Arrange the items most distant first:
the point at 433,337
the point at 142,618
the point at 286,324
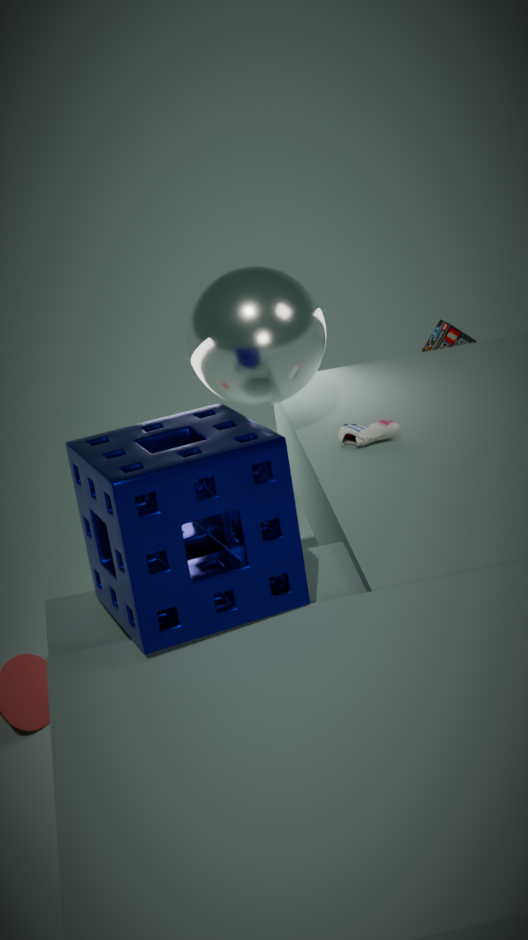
the point at 433,337 < the point at 286,324 < the point at 142,618
